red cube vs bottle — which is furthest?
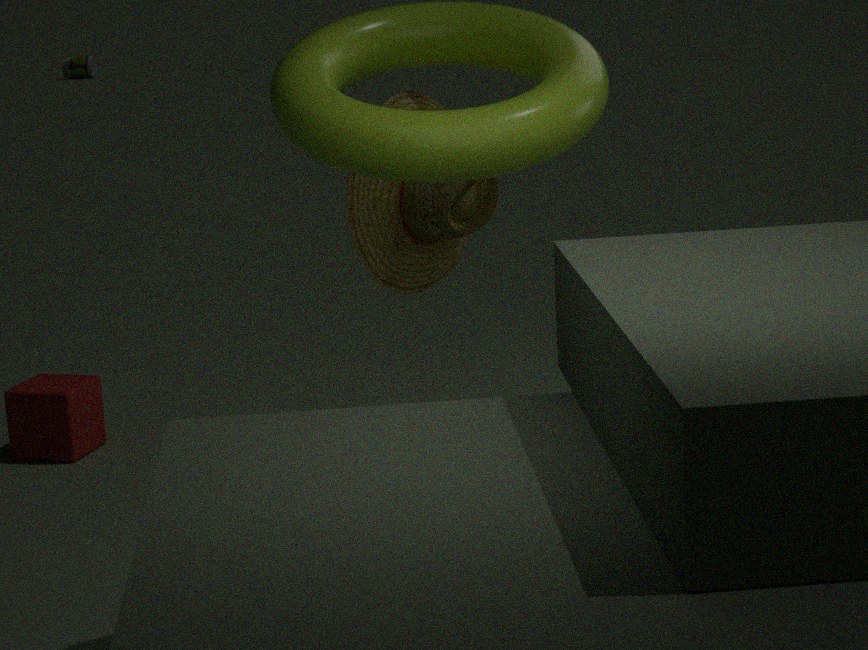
bottle
